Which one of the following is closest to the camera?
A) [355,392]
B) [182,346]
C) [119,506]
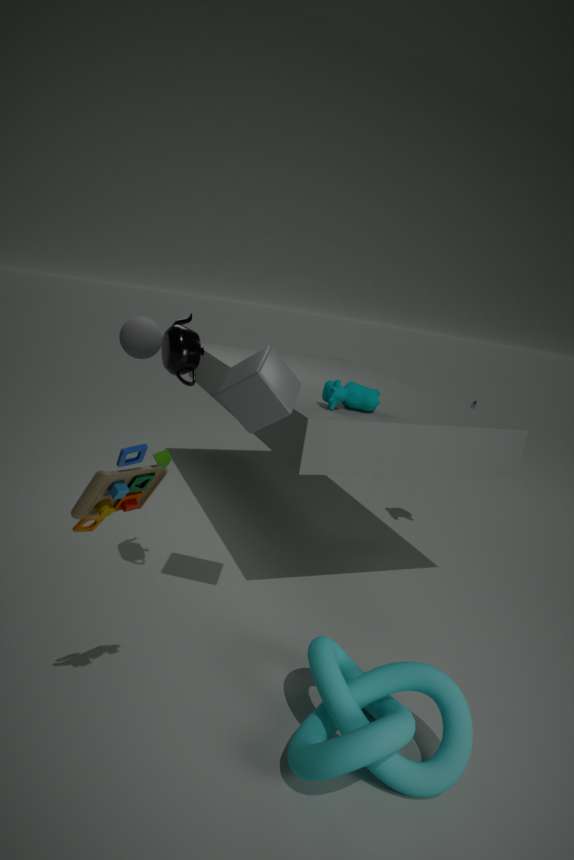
C. [119,506]
